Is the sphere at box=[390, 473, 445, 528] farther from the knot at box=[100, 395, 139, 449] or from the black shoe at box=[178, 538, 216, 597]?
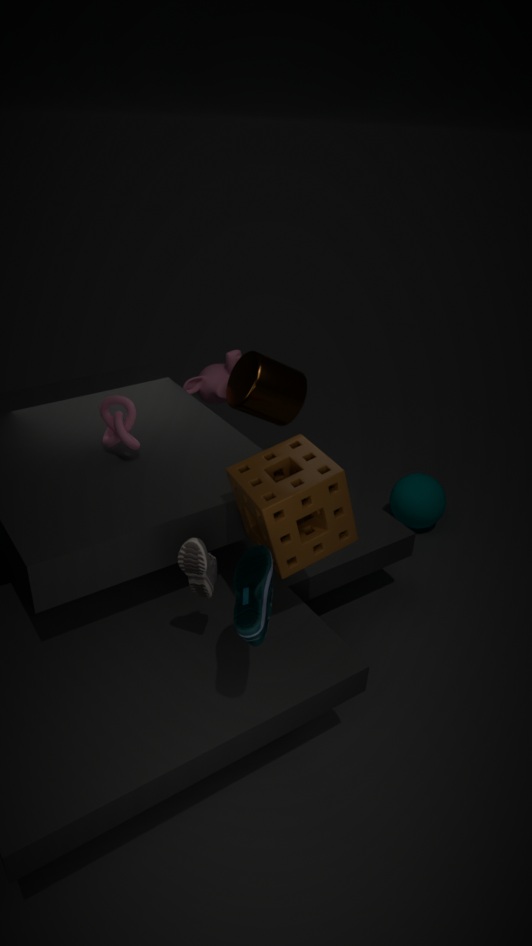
the black shoe at box=[178, 538, 216, 597]
